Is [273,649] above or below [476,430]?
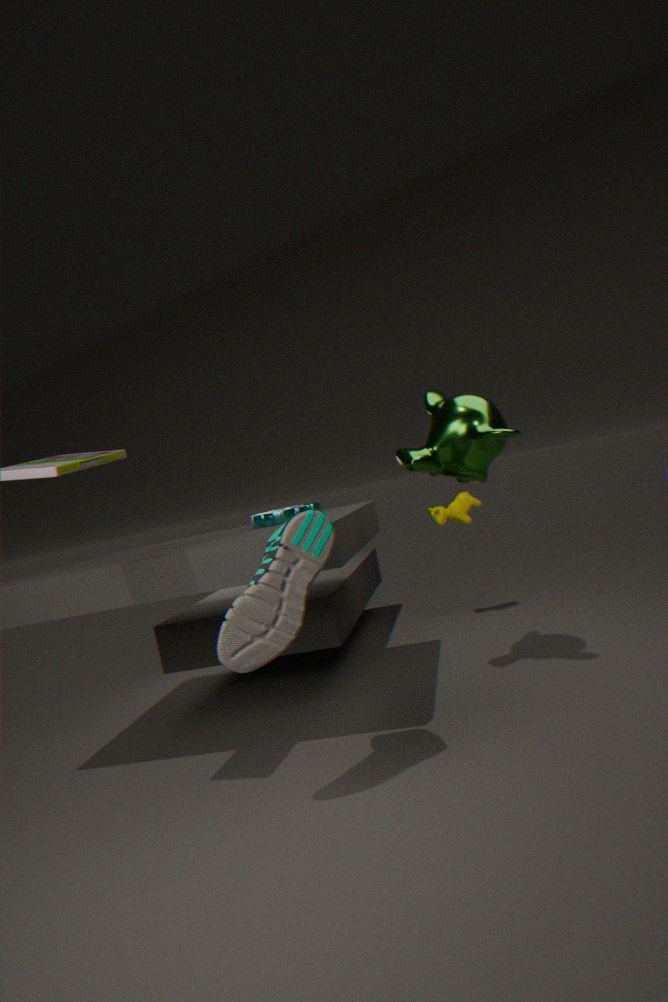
below
